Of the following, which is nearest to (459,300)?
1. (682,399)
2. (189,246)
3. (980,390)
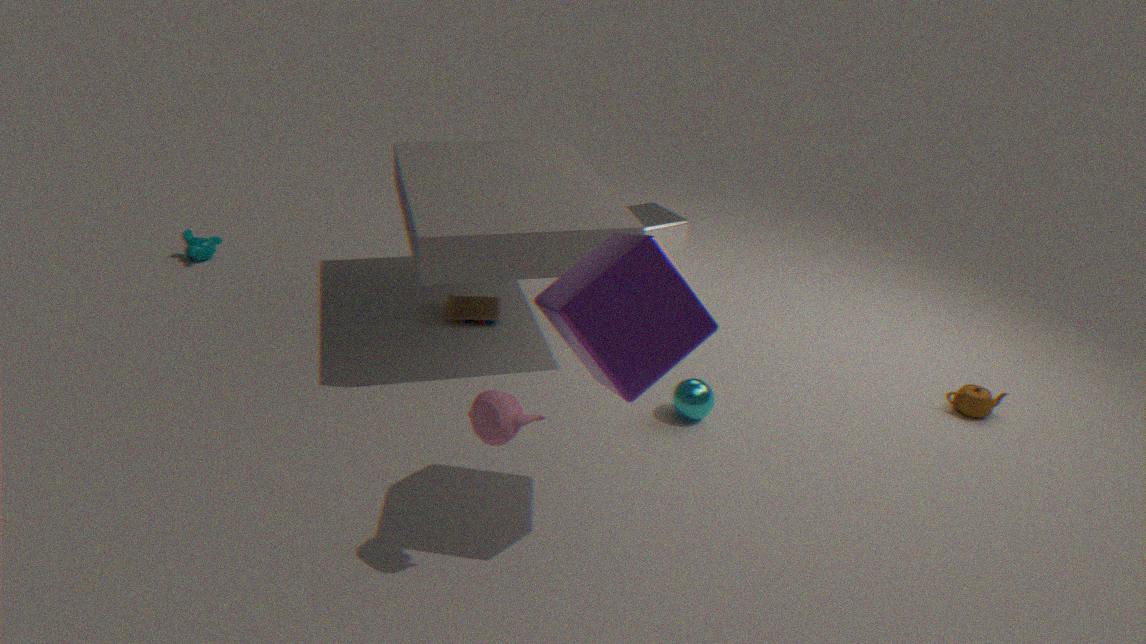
(682,399)
